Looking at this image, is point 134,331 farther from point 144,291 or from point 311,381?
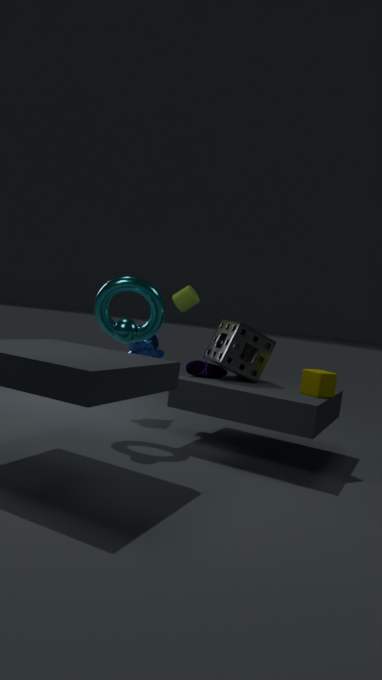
point 311,381
